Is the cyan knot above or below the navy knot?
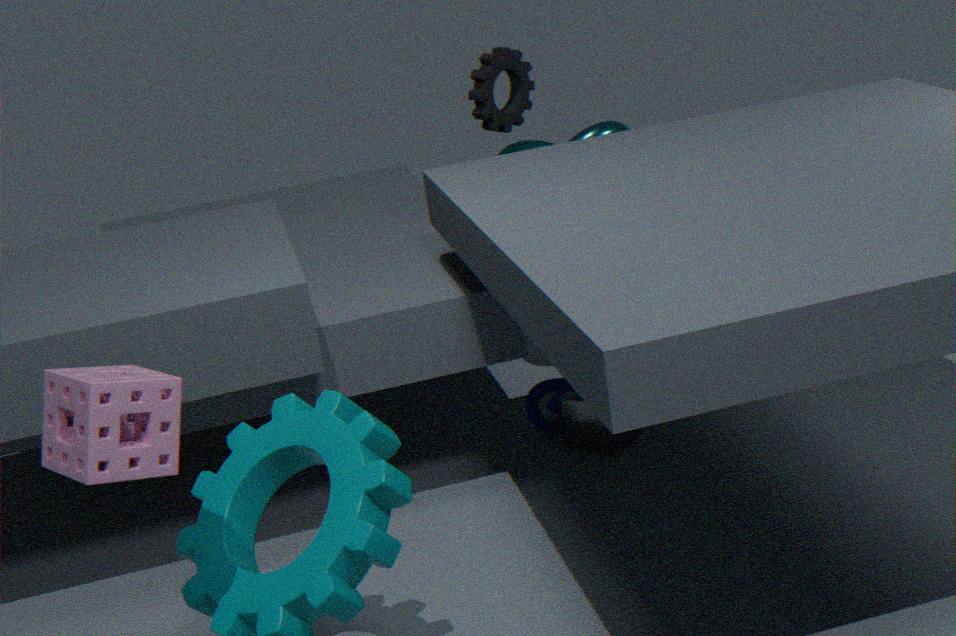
above
